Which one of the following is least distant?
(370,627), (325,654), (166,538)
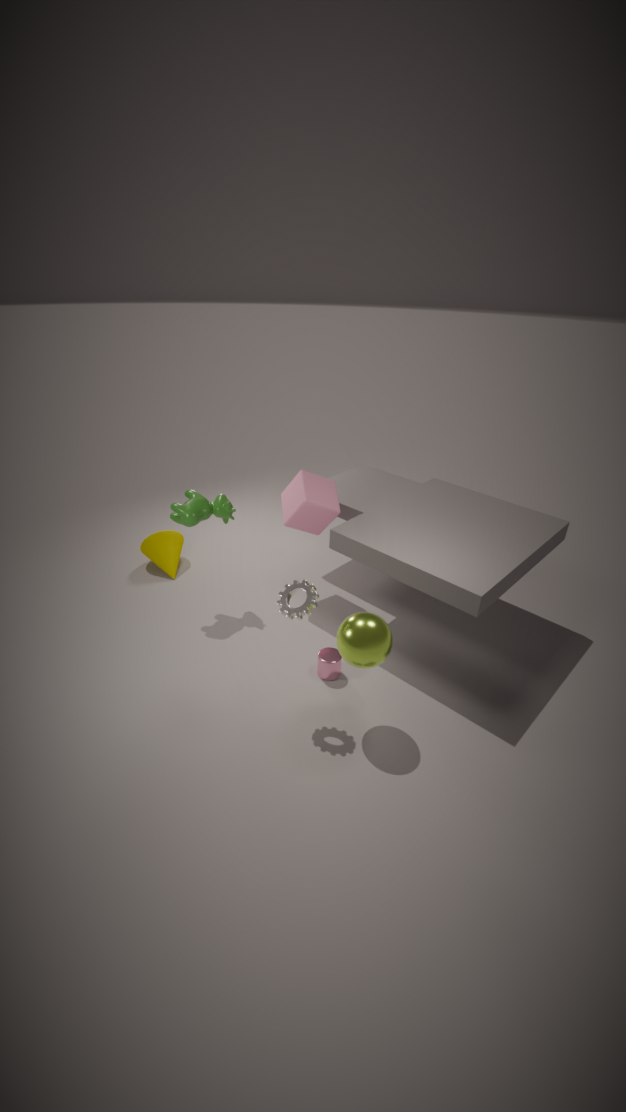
(370,627)
